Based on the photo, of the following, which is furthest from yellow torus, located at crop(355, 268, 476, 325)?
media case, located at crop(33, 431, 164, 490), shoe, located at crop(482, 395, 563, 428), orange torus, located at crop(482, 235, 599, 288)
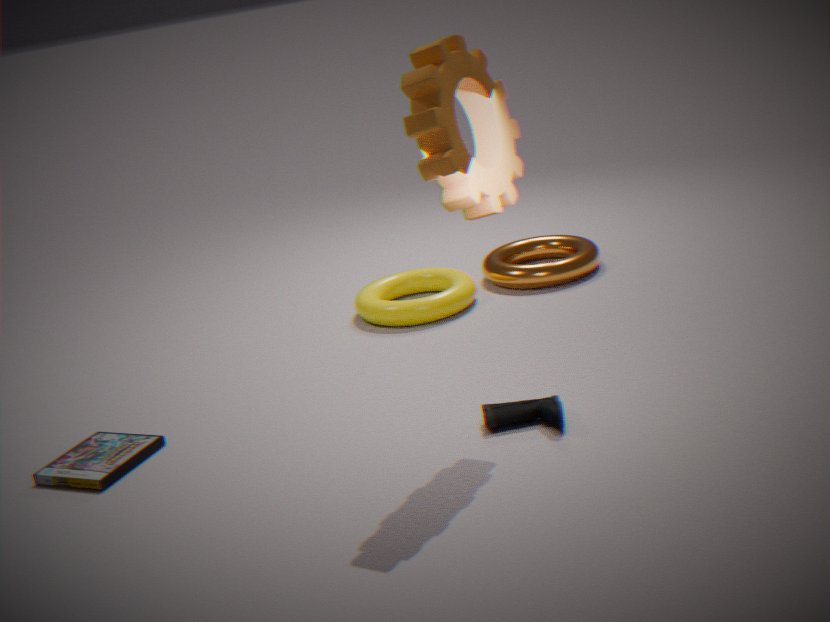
media case, located at crop(33, 431, 164, 490)
